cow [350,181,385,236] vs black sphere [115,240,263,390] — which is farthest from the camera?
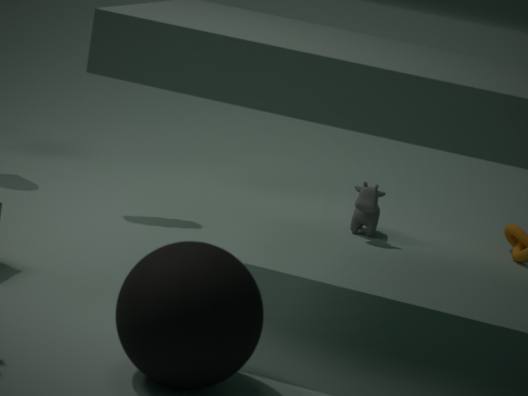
cow [350,181,385,236]
